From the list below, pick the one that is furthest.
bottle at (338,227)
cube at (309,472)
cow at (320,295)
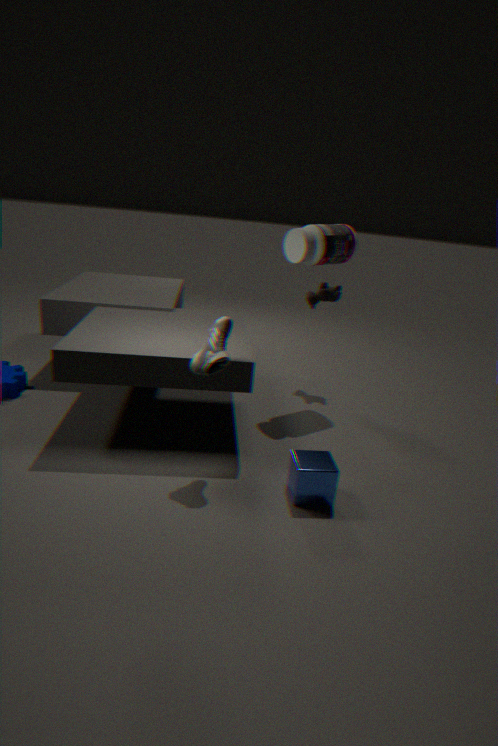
Result: cow at (320,295)
